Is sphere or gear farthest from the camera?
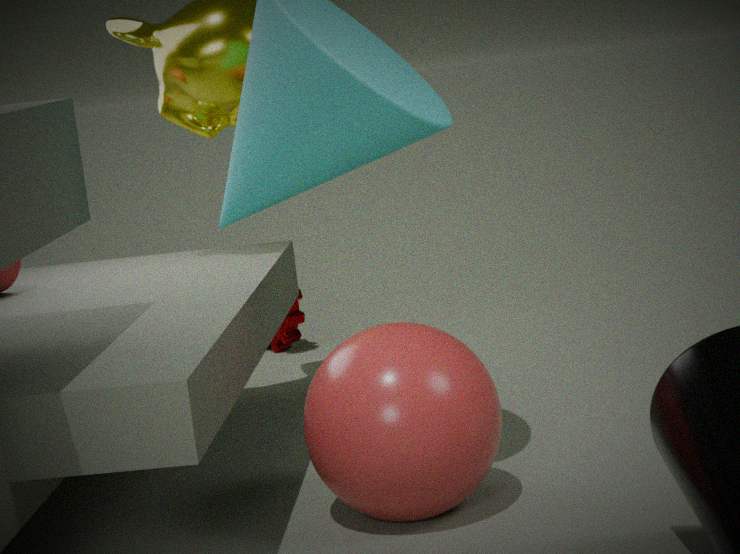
gear
